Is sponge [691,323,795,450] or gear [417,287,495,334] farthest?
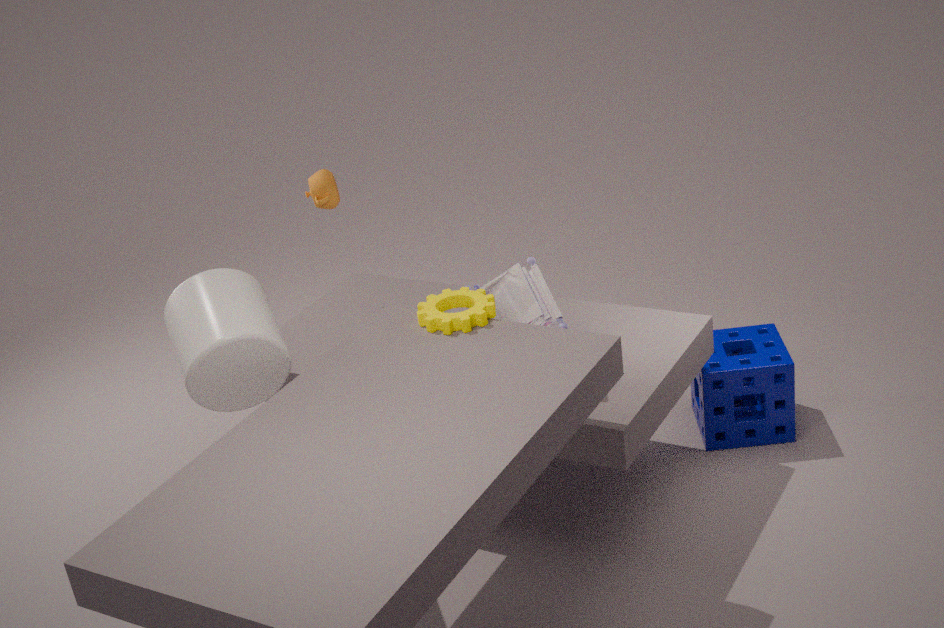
sponge [691,323,795,450]
